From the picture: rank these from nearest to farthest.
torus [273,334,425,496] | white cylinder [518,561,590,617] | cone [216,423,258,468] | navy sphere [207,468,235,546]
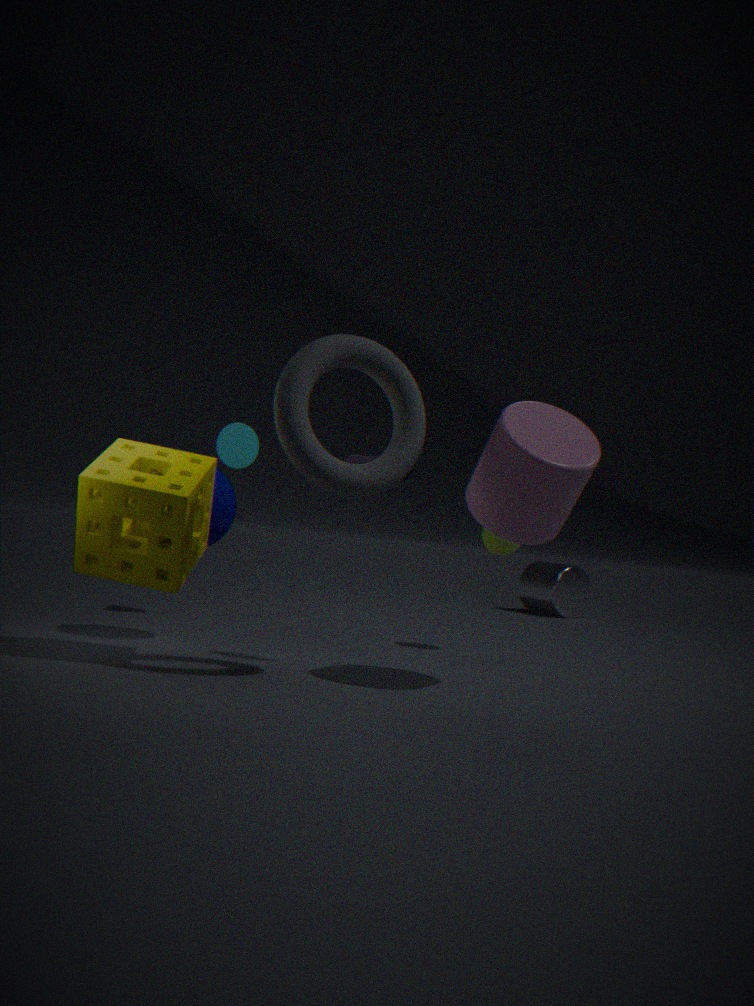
torus [273,334,425,496] → navy sphere [207,468,235,546] → cone [216,423,258,468] → white cylinder [518,561,590,617]
